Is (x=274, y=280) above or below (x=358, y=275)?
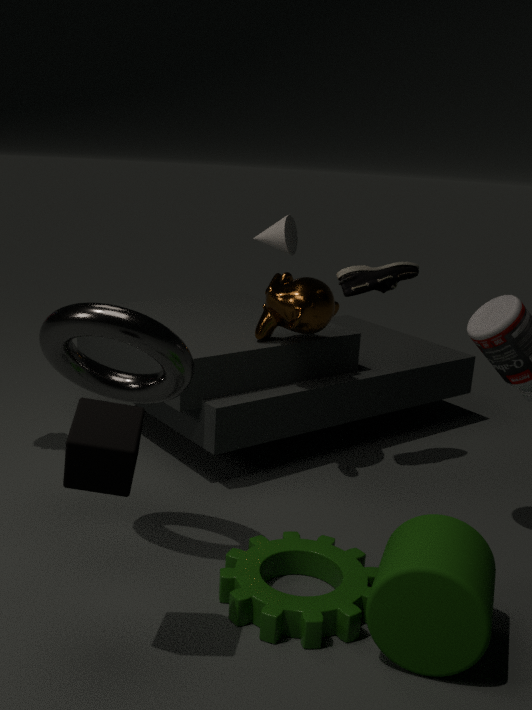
below
